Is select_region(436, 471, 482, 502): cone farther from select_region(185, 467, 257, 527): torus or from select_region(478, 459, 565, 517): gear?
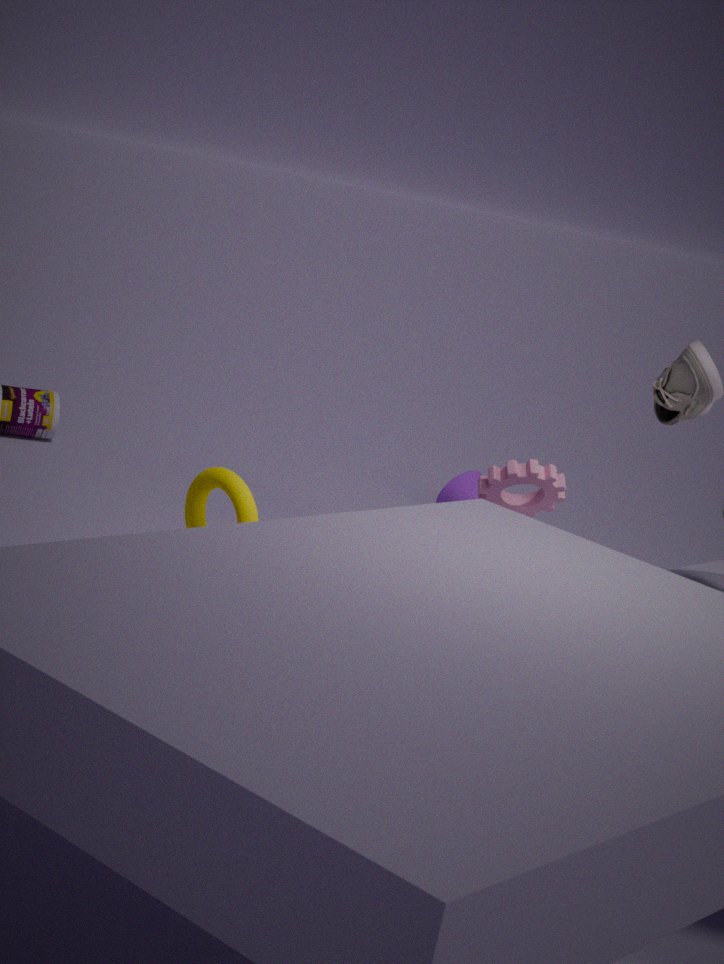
select_region(185, 467, 257, 527): torus
